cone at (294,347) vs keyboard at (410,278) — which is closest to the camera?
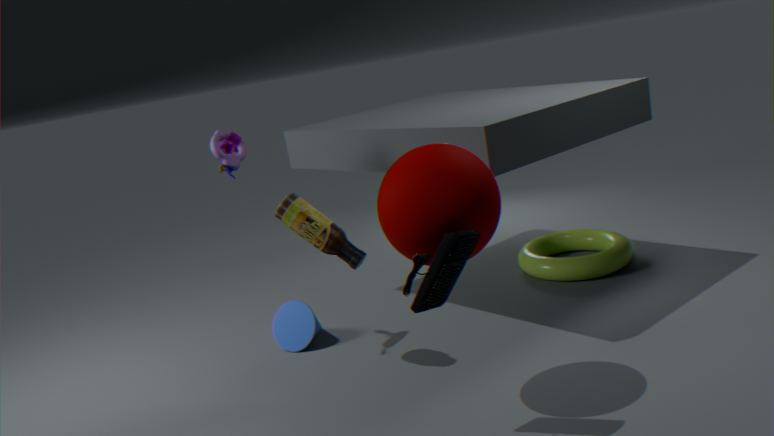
keyboard at (410,278)
